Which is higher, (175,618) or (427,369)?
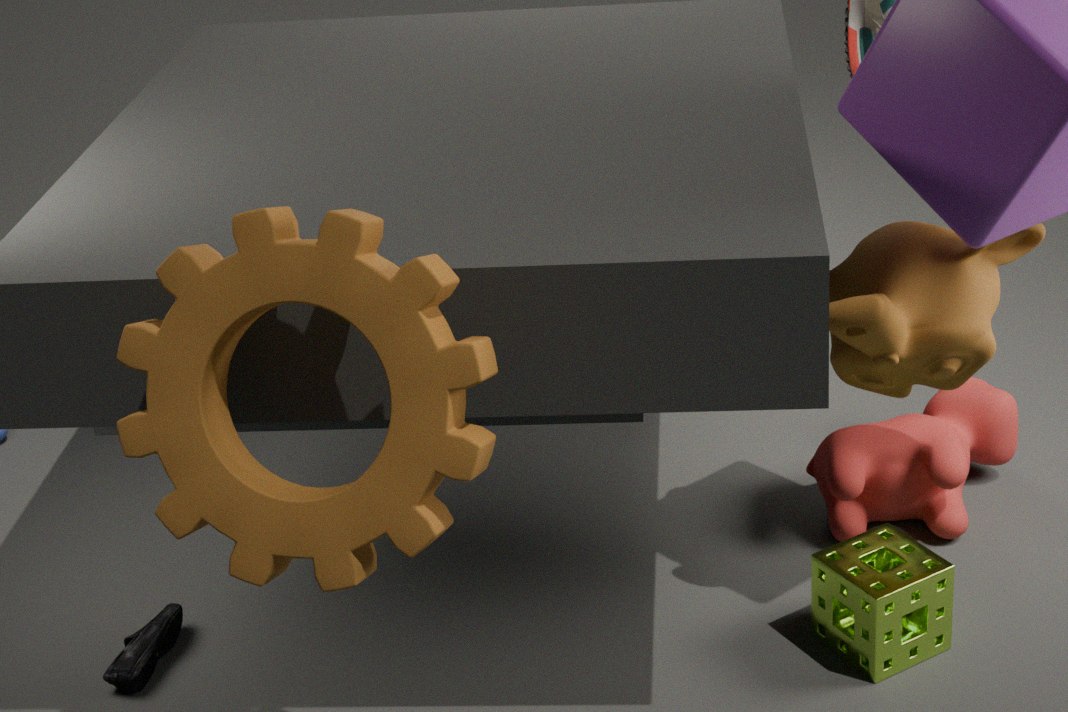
(427,369)
